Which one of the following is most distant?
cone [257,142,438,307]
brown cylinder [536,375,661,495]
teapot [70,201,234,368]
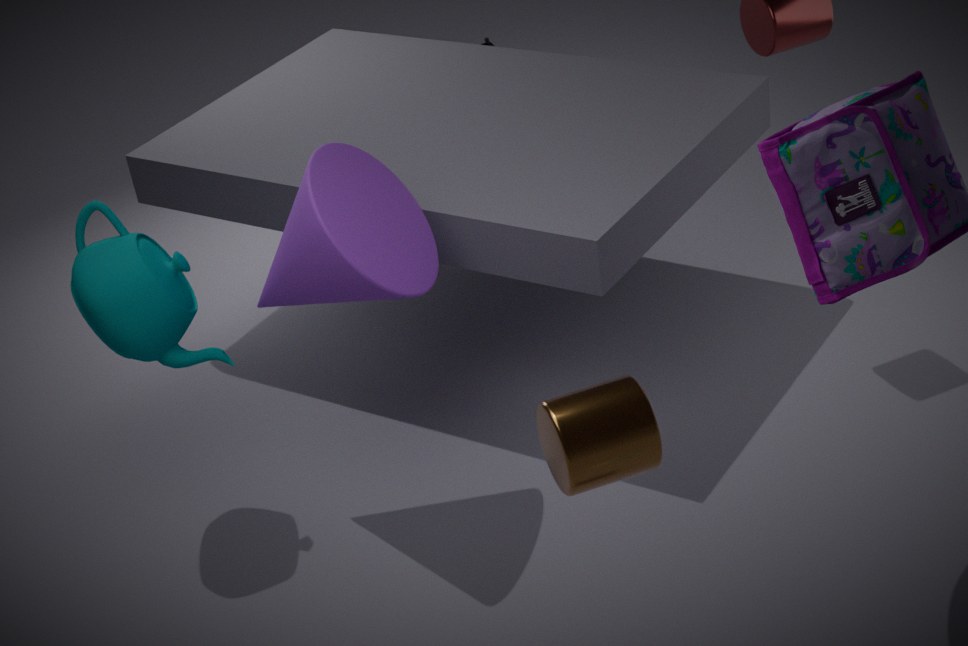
teapot [70,201,234,368]
